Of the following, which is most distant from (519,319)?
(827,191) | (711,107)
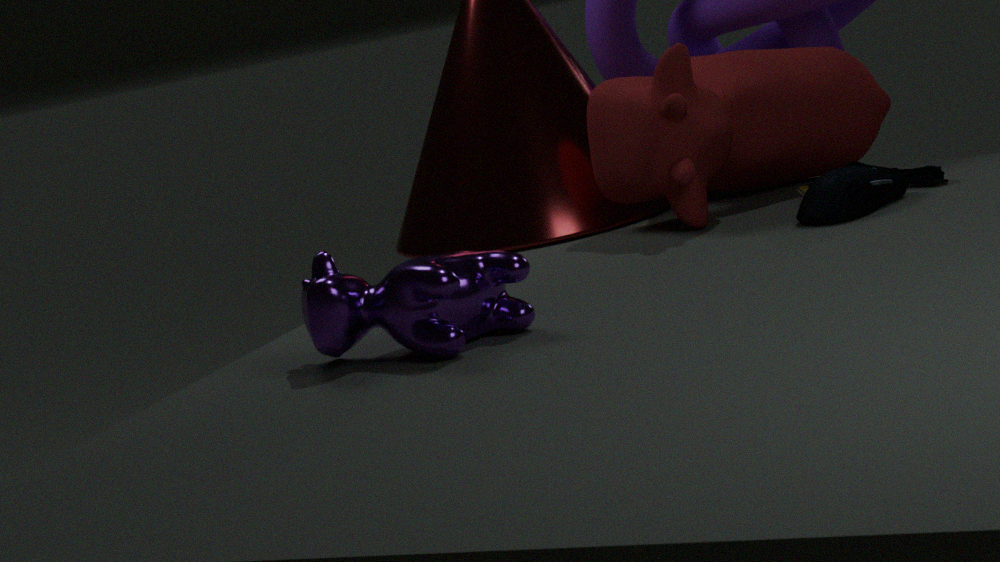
(711,107)
